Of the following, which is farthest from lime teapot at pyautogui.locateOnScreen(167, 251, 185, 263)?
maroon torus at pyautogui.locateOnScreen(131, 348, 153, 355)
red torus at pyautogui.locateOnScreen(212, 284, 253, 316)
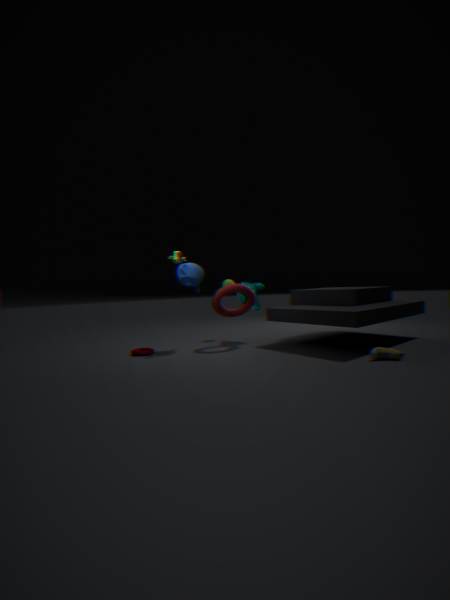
maroon torus at pyautogui.locateOnScreen(131, 348, 153, 355)
